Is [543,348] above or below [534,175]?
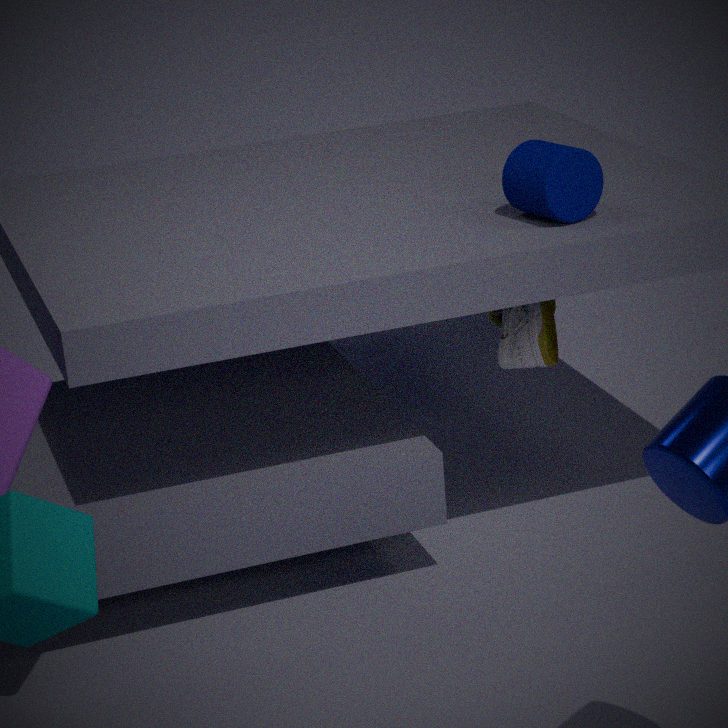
below
